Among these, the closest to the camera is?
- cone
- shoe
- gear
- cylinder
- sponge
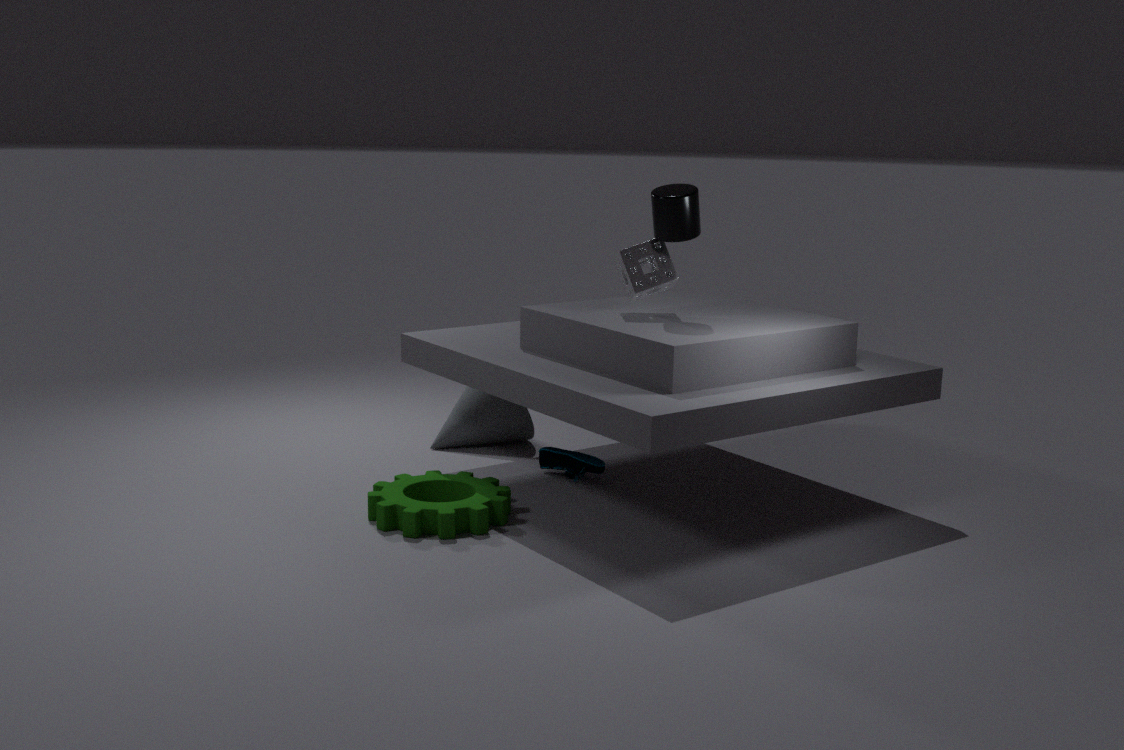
gear
